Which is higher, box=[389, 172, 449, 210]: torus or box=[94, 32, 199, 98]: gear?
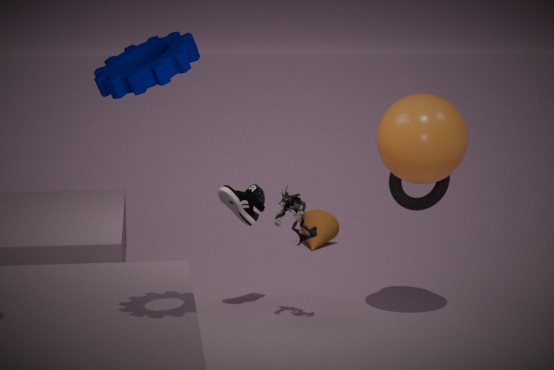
box=[94, 32, 199, 98]: gear
